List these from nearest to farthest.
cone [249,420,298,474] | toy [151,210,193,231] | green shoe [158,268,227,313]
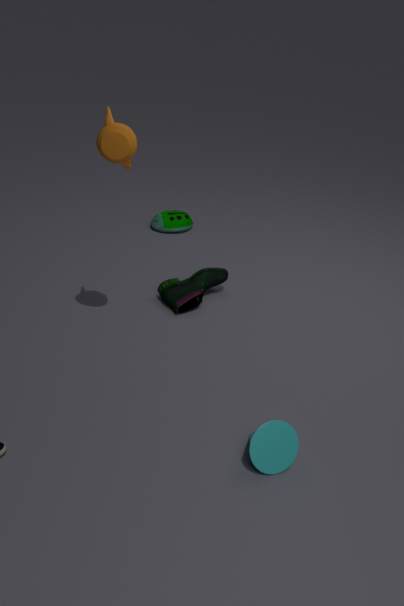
cone [249,420,298,474] → green shoe [158,268,227,313] → toy [151,210,193,231]
